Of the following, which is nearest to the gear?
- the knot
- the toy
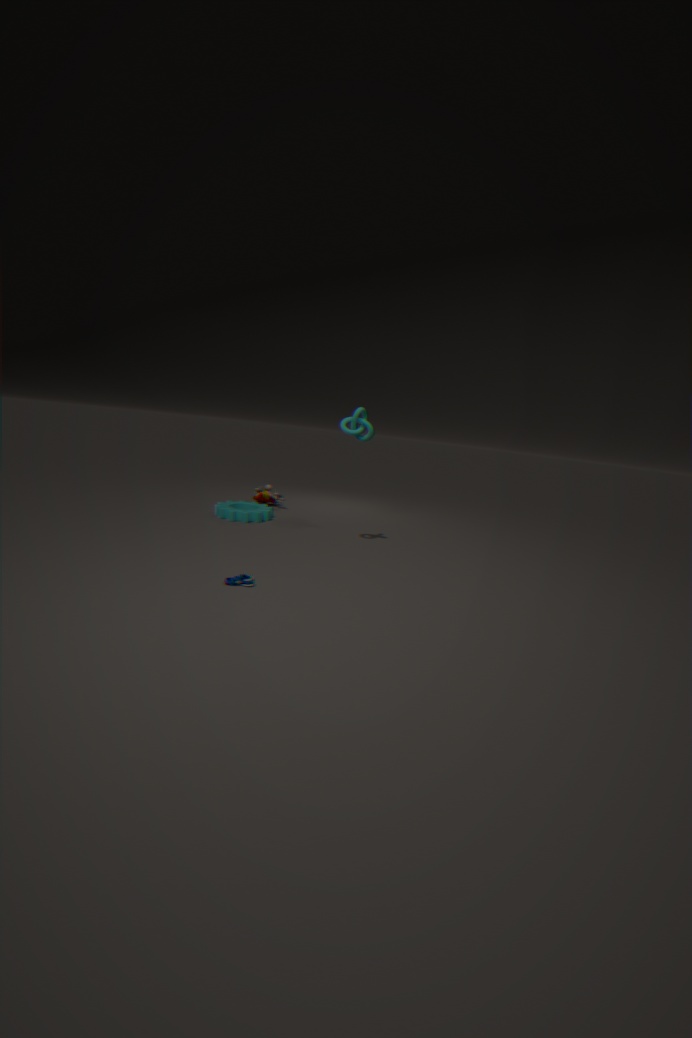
the toy
